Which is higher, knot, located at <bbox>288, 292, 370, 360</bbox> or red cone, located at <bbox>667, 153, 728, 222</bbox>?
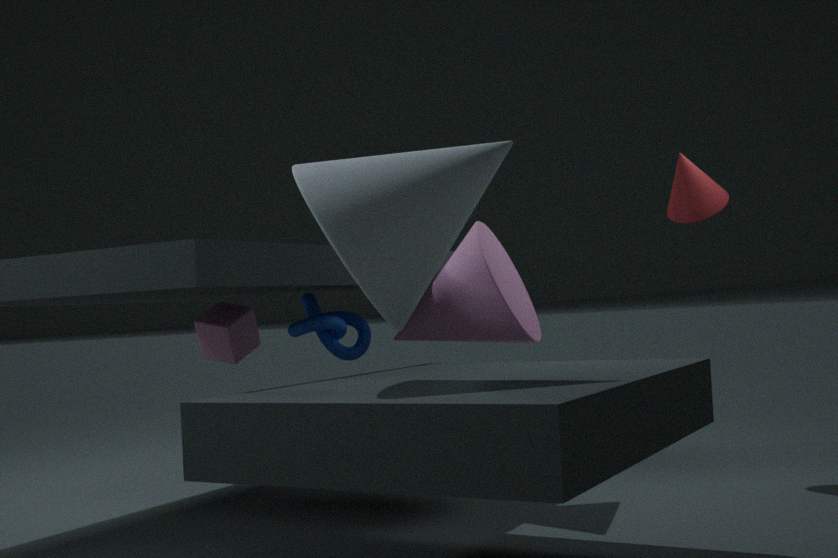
red cone, located at <bbox>667, 153, 728, 222</bbox>
